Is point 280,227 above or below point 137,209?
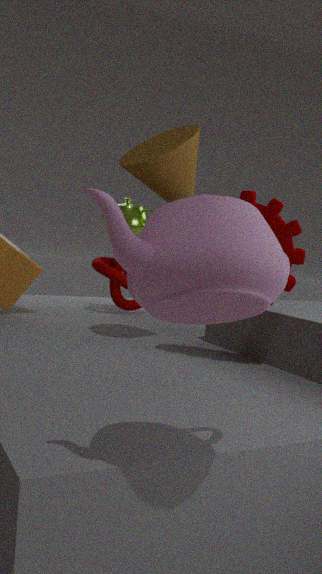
below
